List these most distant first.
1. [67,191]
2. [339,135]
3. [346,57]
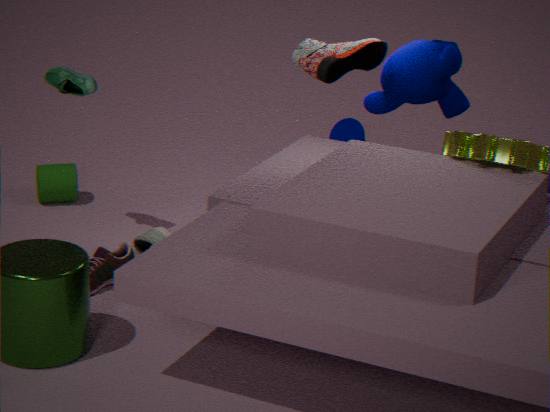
[339,135] < [67,191] < [346,57]
